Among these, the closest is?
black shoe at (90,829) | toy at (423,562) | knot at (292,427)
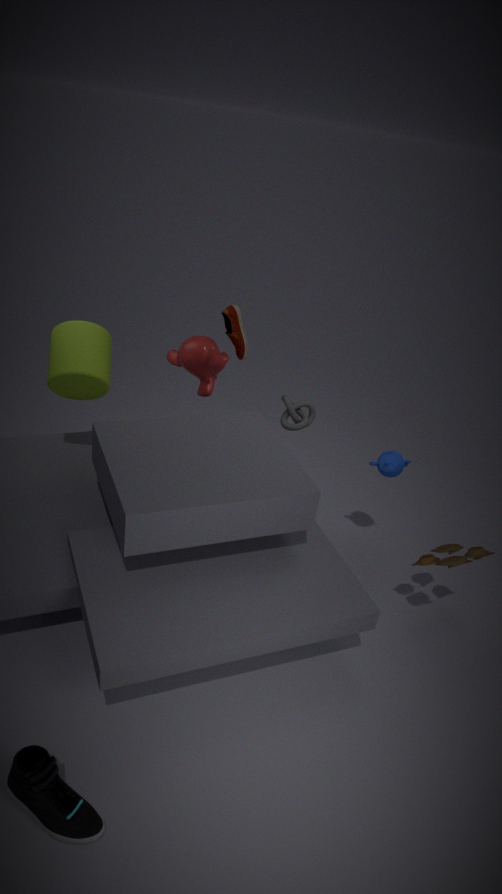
black shoe at (90,829)
